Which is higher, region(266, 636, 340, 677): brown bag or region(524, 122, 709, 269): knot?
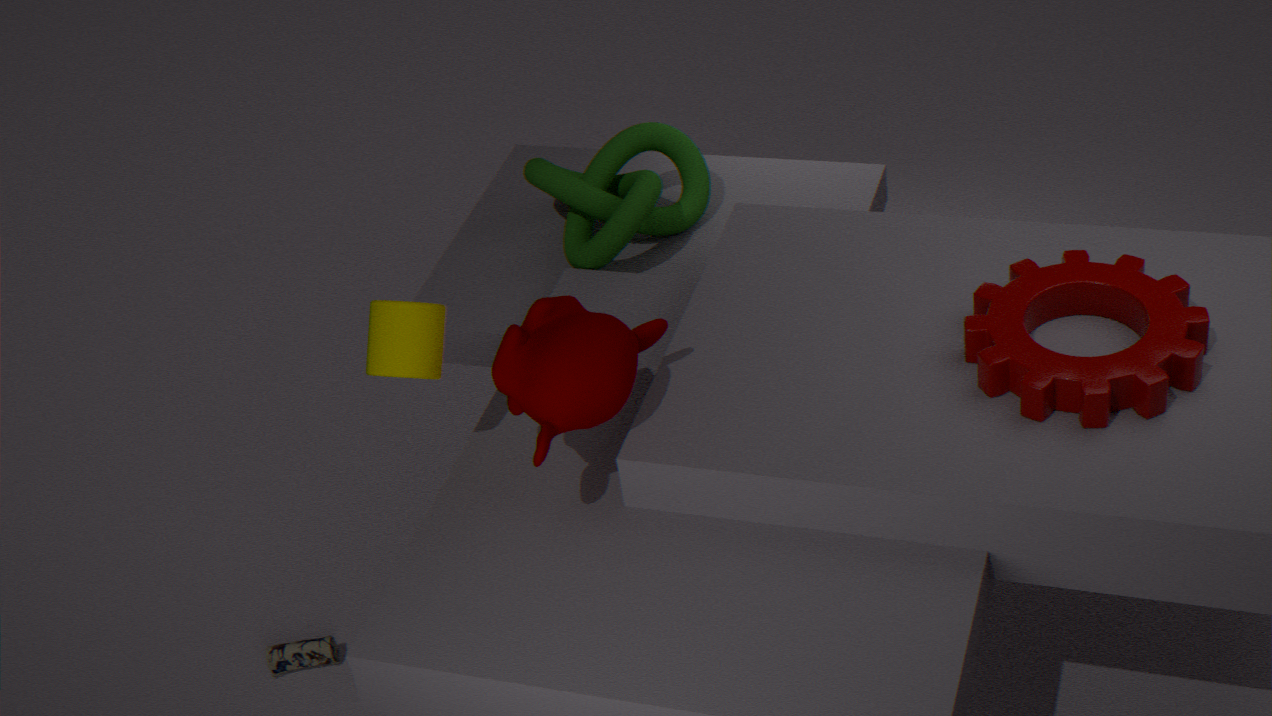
region(524, 122, 709, 269): knot
